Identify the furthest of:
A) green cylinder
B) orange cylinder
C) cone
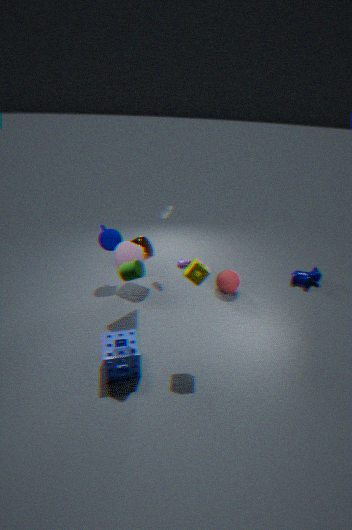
orange cylinder
